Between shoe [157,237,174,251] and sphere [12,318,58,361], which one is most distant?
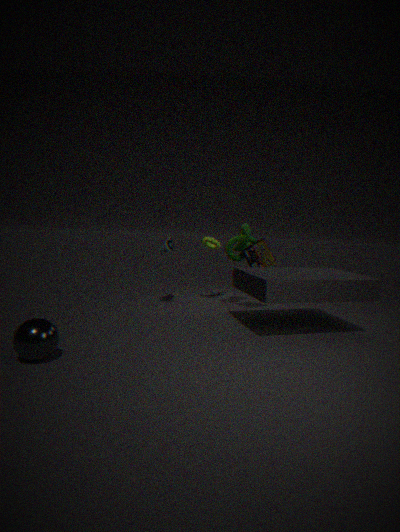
shoe [157,237,174,251]
